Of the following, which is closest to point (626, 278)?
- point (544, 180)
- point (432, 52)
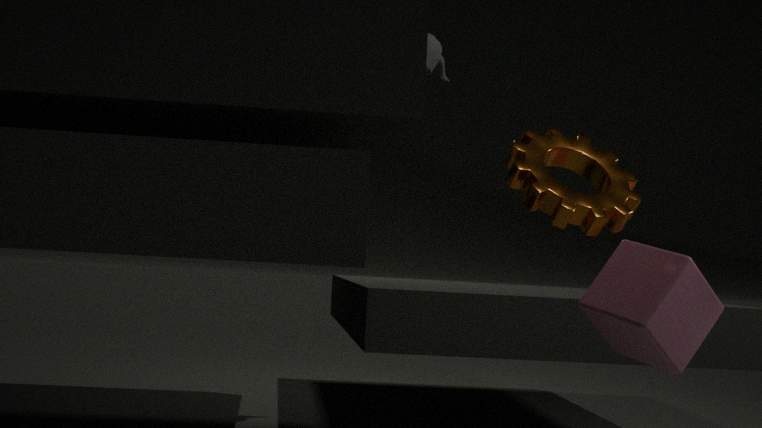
point (544, 180)
